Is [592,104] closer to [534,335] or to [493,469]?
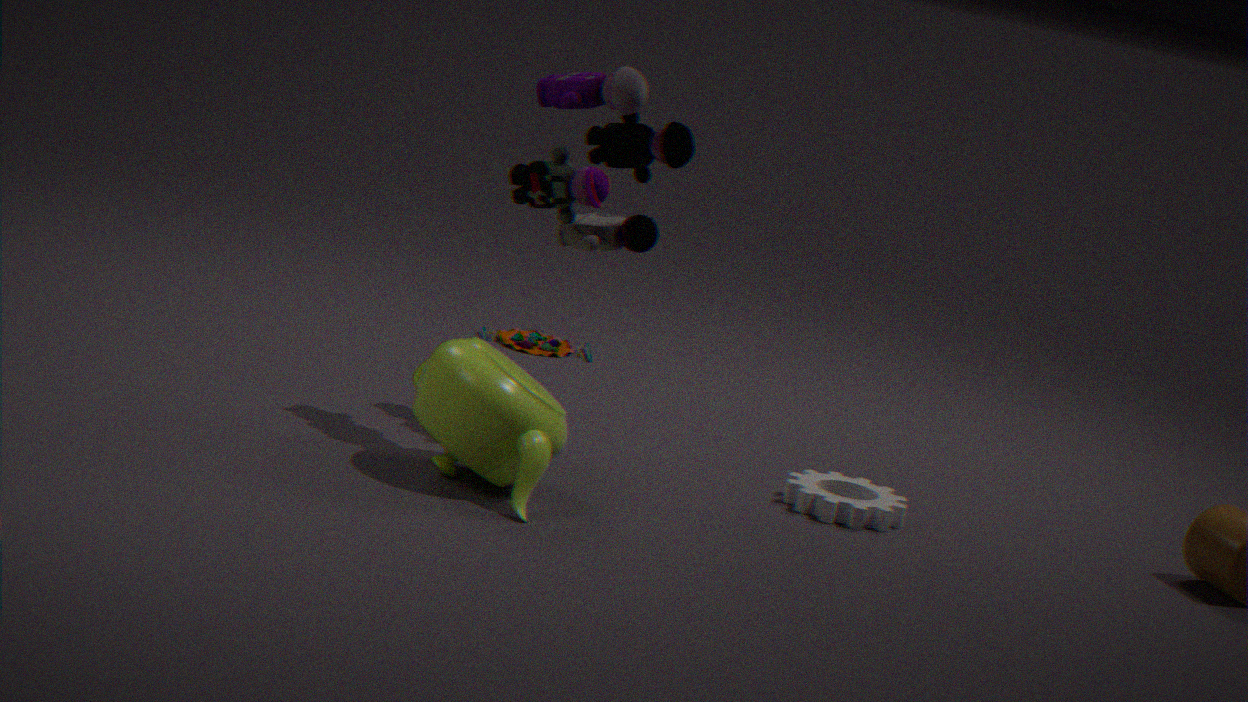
[493,469]
